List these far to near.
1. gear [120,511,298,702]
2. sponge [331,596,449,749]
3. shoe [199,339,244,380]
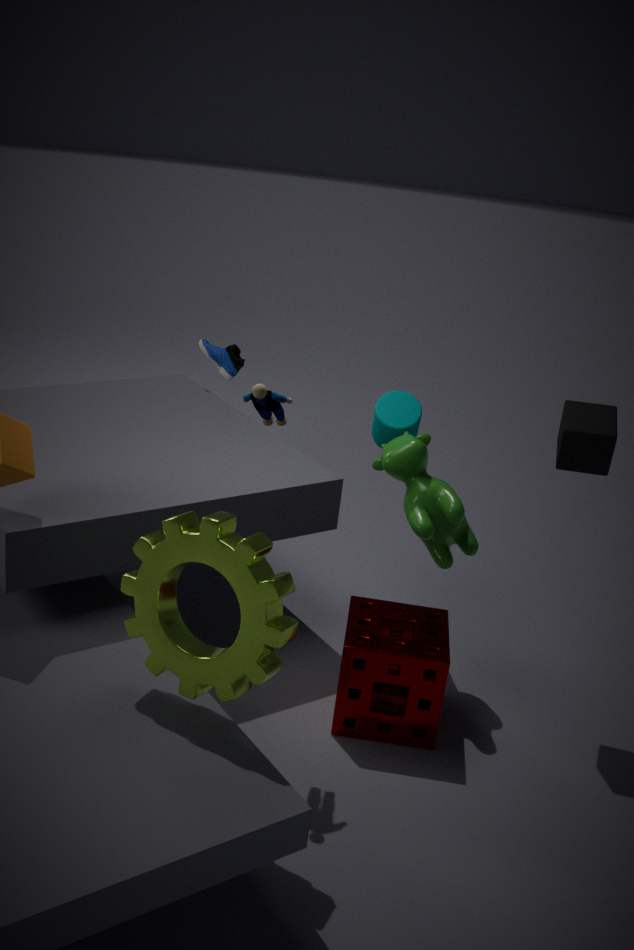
1. shoe [199,339,244,380]
2. sponge [331,596,449,749]
3. gear [120,511,298,702]
